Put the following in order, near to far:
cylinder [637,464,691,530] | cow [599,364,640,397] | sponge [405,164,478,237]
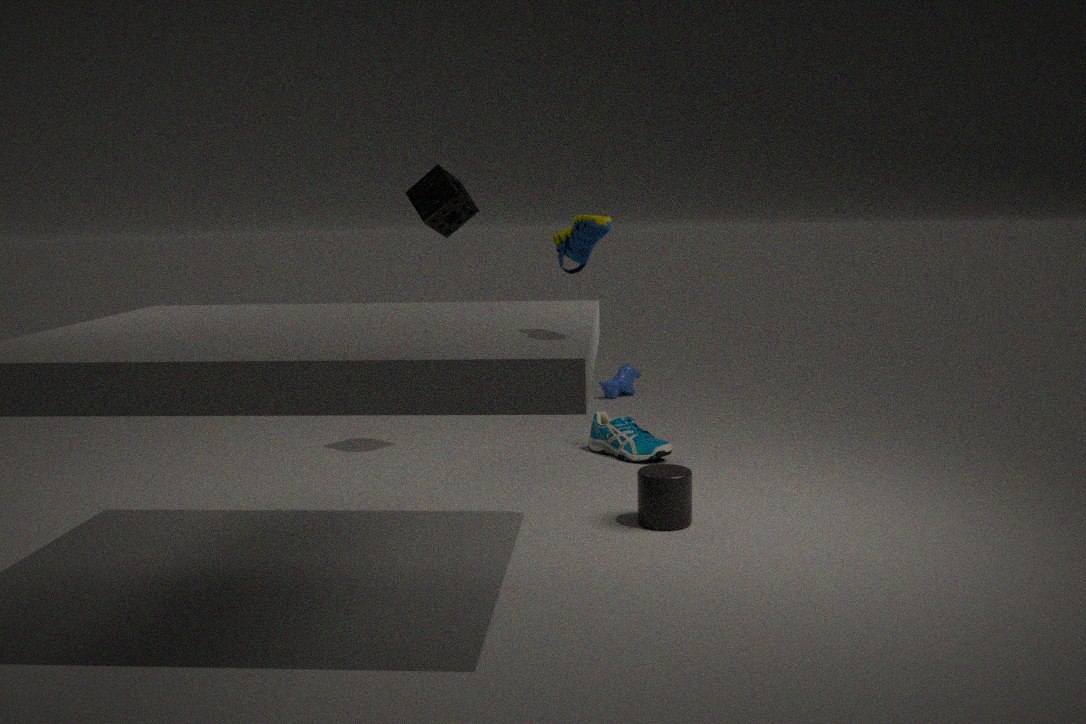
cylinder [637,464,691,530] < sponge [405,164,478,237] < cow [599,364,640,397]
